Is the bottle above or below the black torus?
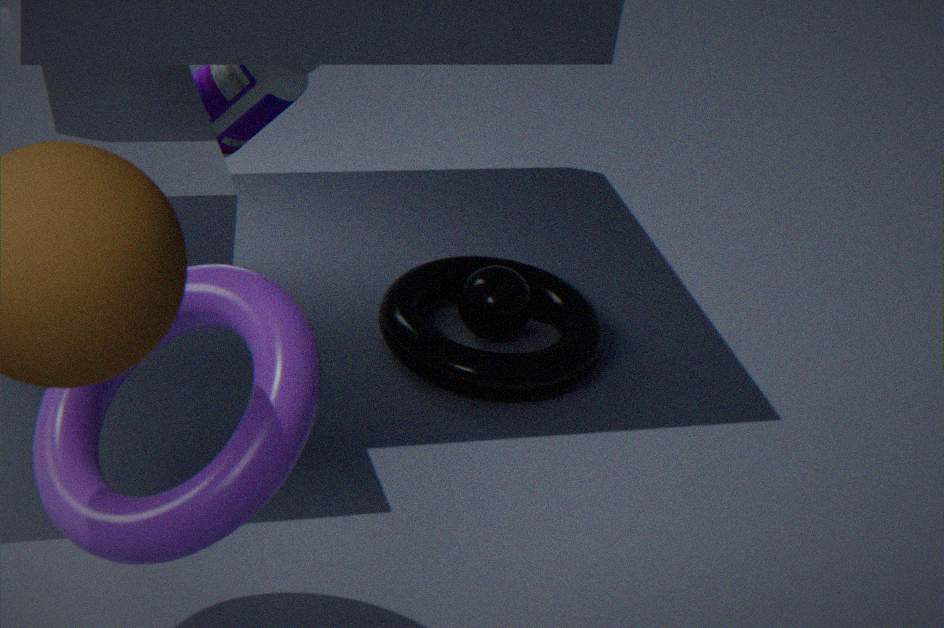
above
